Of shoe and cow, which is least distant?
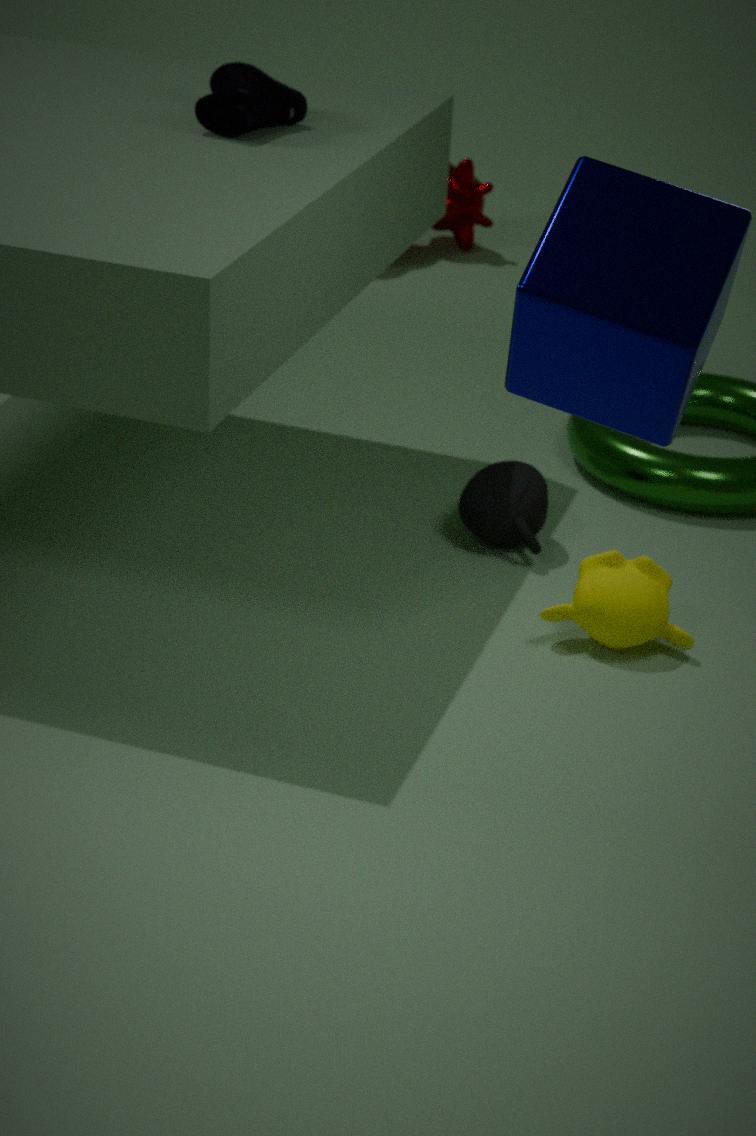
shoe
